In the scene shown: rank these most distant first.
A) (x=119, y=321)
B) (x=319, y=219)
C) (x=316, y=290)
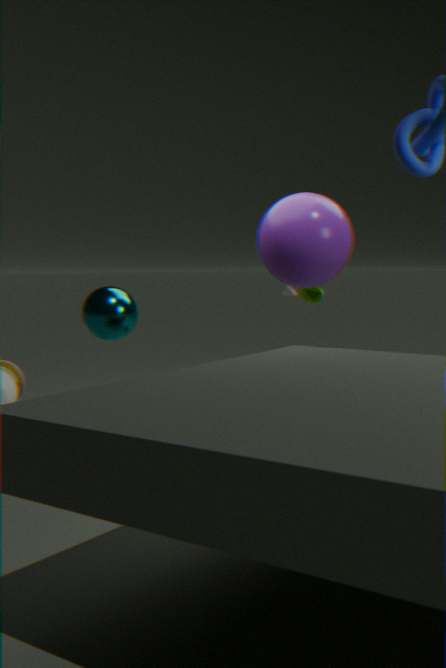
(x=316, y=290) < (x=319, y=219) < (x=119, y=321)
